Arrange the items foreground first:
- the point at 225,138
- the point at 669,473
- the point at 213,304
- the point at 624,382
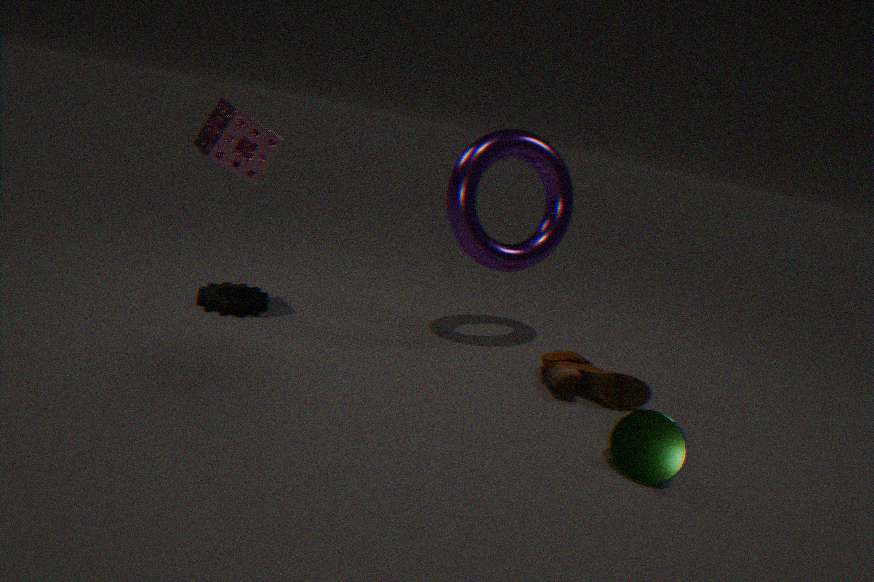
the point at 669,473, the point at 225,138, the point at 624,382, the point at 213,304
